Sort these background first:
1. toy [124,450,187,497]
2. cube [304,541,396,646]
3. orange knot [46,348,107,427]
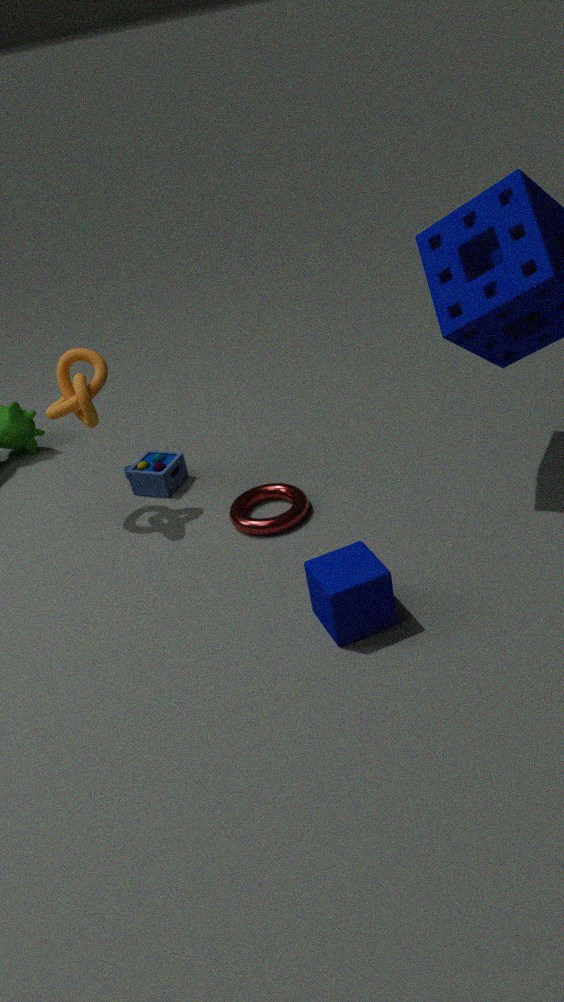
1. toy [124,450,187,497]
2. orange knot [46,348,107,427]
3. cube [304,541,396,646]
